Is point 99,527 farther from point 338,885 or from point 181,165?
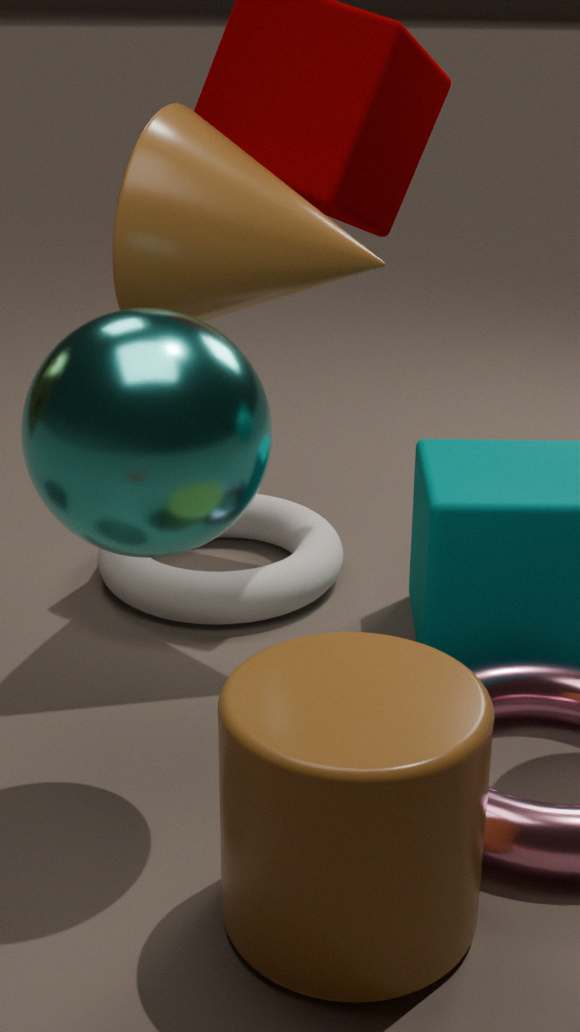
point 181,165
